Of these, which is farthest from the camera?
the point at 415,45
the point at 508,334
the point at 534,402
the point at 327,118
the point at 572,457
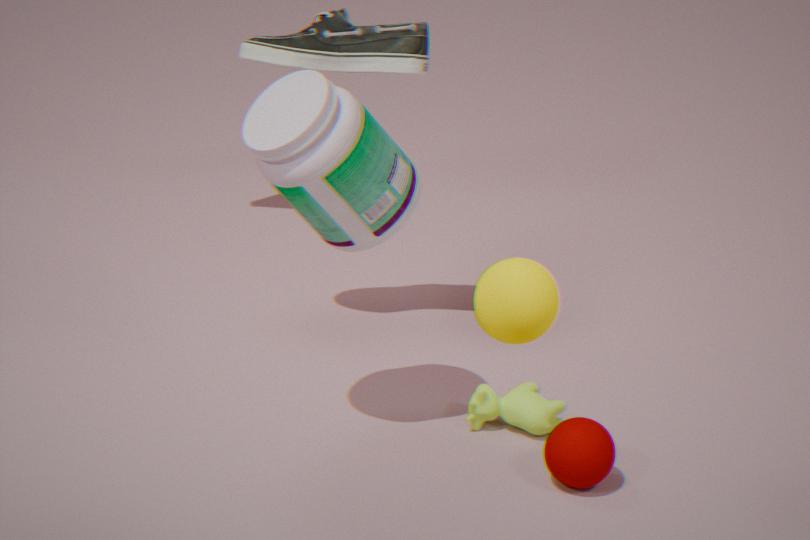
the point at 415,45
